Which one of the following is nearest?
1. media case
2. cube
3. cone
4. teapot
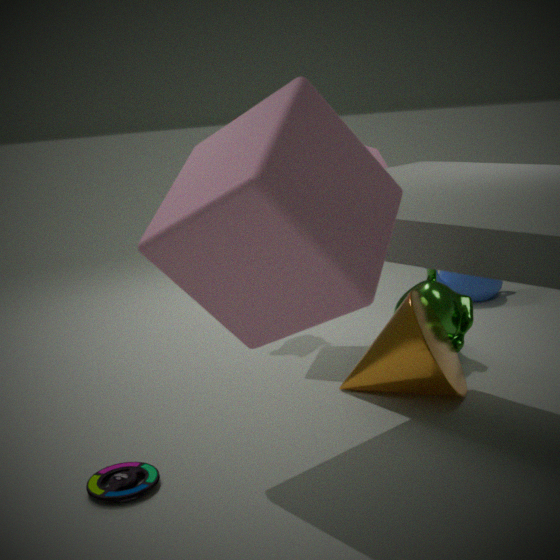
cube
